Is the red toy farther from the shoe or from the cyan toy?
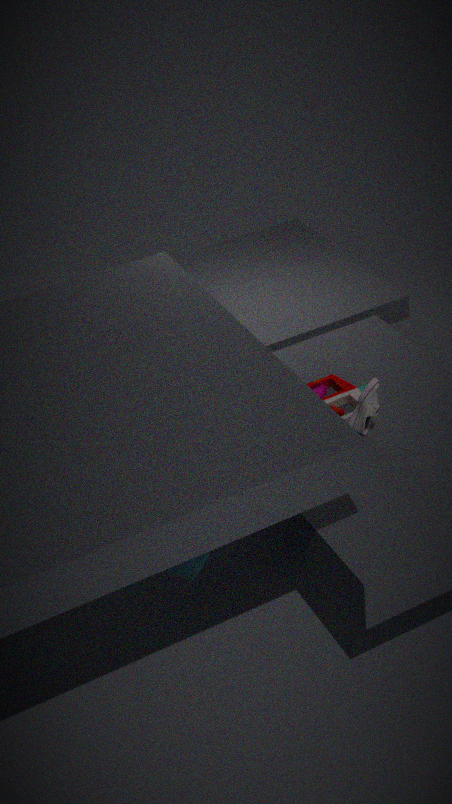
the cyan toy
